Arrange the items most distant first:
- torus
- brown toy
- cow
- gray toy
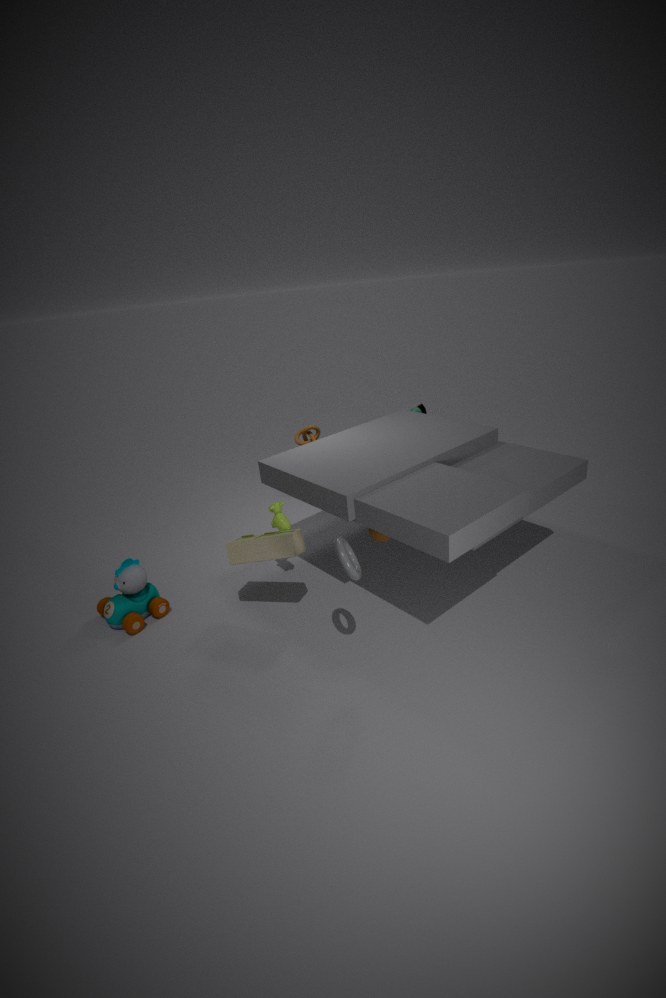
1. cow
2. gray toy
3. brown toy
4. torus
